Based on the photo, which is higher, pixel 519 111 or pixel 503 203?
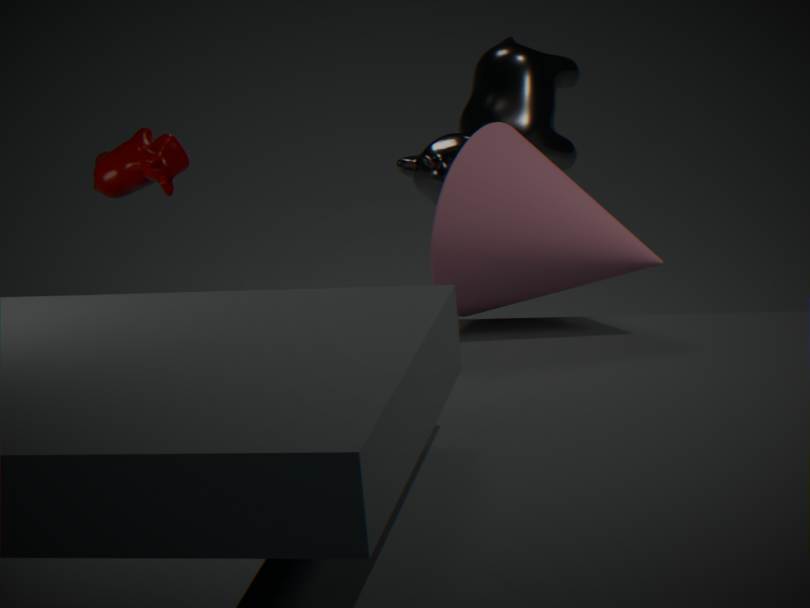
pixel 519 111
